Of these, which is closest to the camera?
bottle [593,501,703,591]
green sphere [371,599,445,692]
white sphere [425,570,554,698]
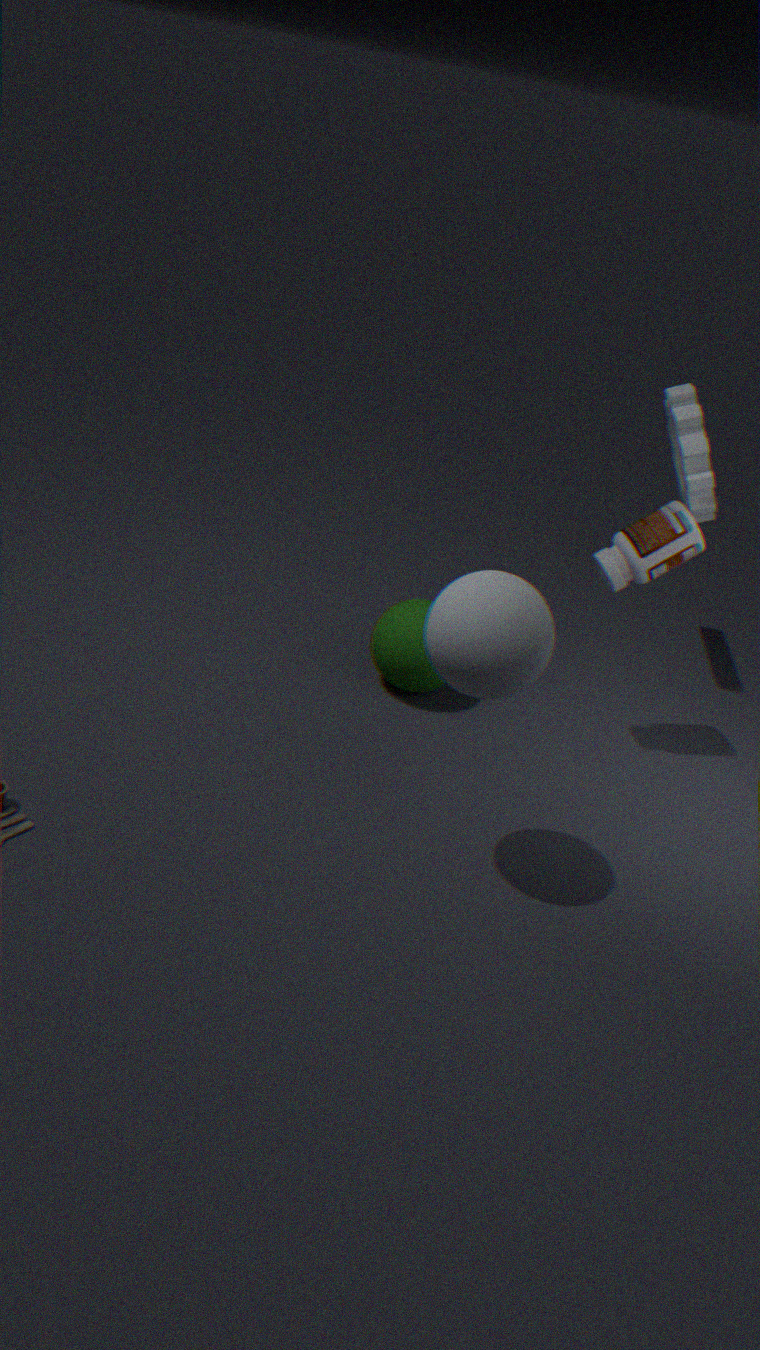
white sphere [425,570,554,698]
